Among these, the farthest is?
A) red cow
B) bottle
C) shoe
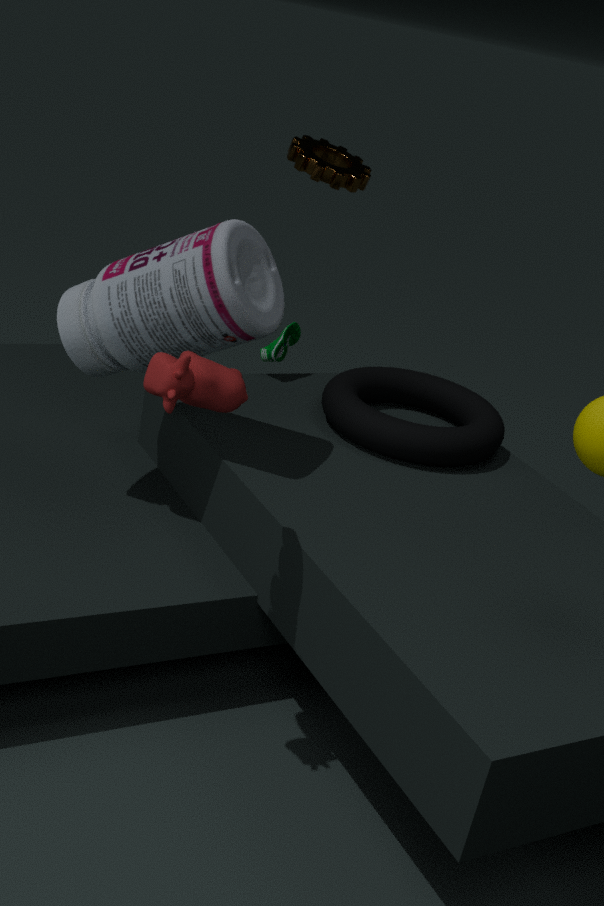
shoe
